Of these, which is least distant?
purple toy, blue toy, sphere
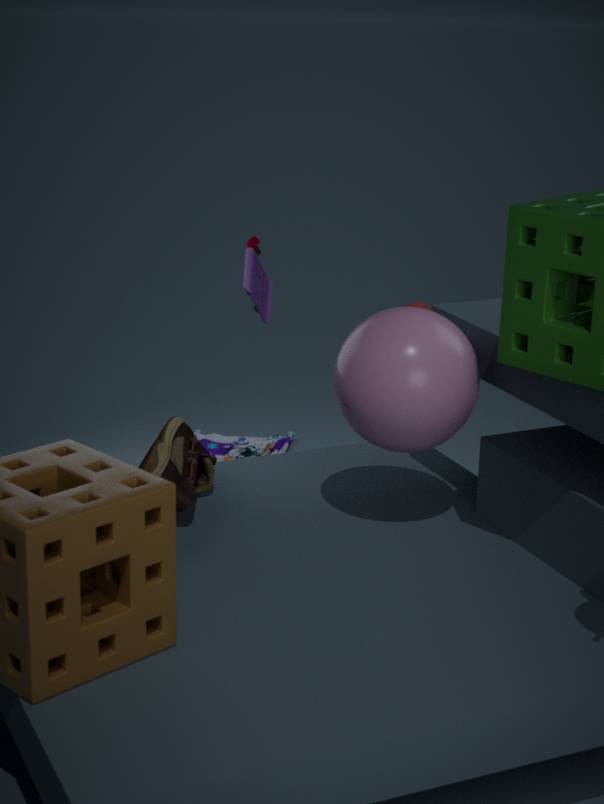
sphere
